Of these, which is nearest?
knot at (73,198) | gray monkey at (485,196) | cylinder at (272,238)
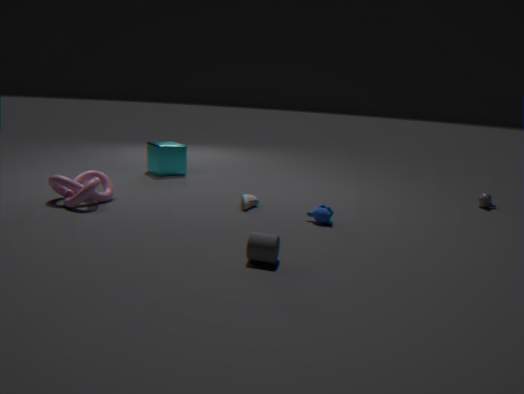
cylinder at (272,238)
